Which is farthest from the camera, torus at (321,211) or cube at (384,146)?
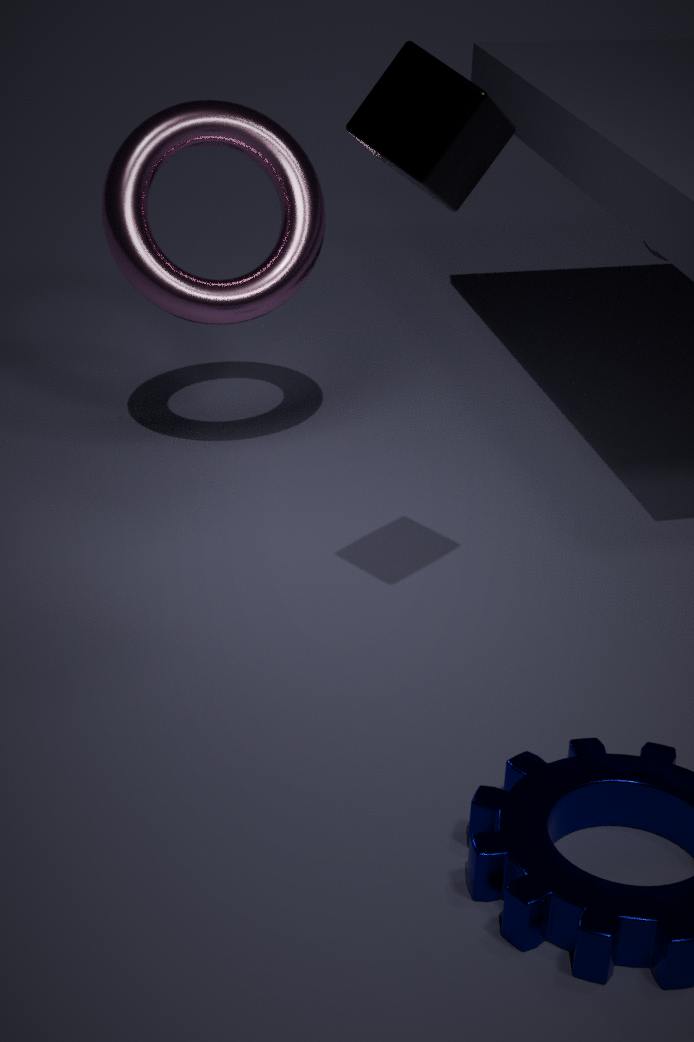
torus at (321,211)
